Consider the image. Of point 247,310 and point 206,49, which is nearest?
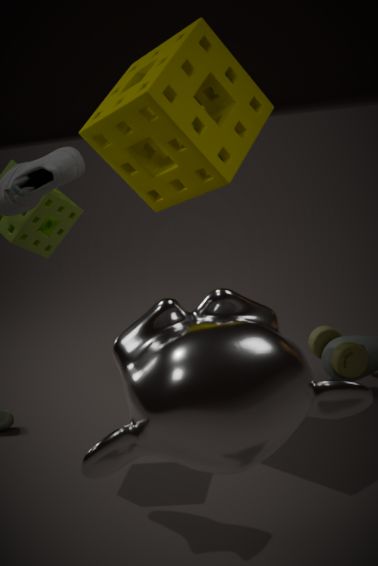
point 247,310
